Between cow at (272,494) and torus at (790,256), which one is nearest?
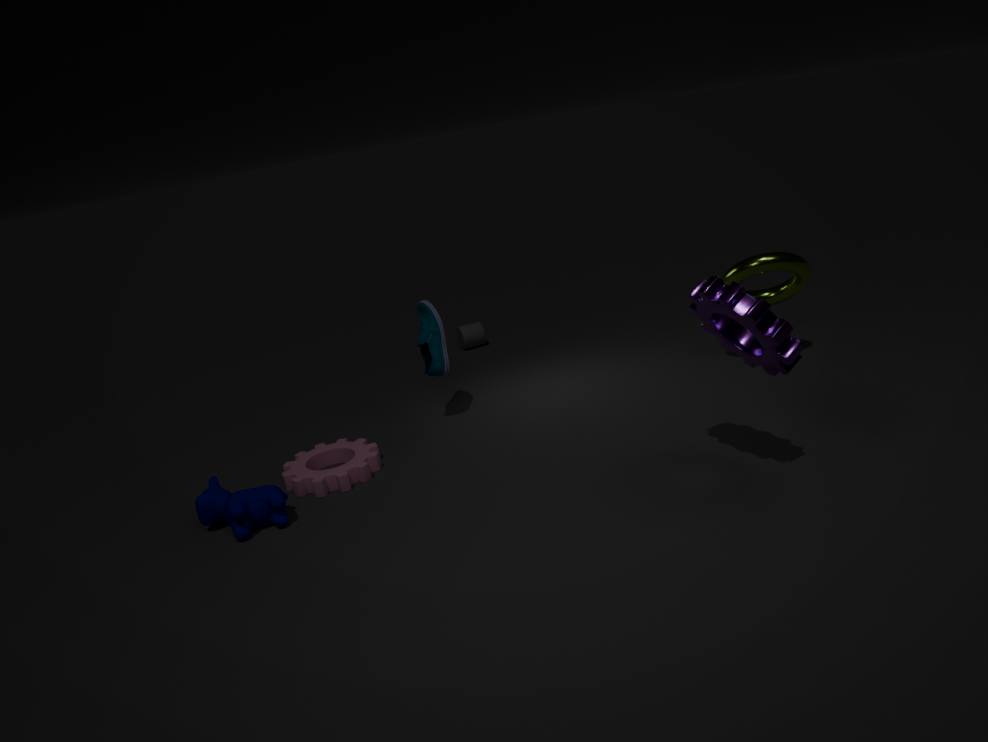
cow at (272,494)
